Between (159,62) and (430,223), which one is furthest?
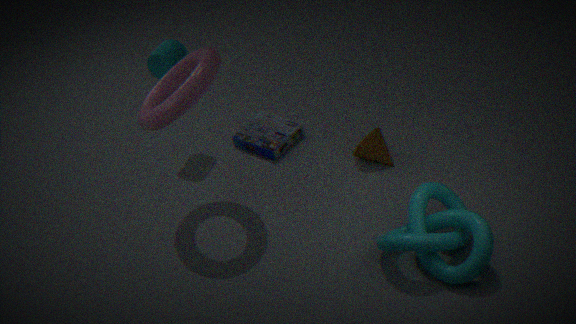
(159,62)
